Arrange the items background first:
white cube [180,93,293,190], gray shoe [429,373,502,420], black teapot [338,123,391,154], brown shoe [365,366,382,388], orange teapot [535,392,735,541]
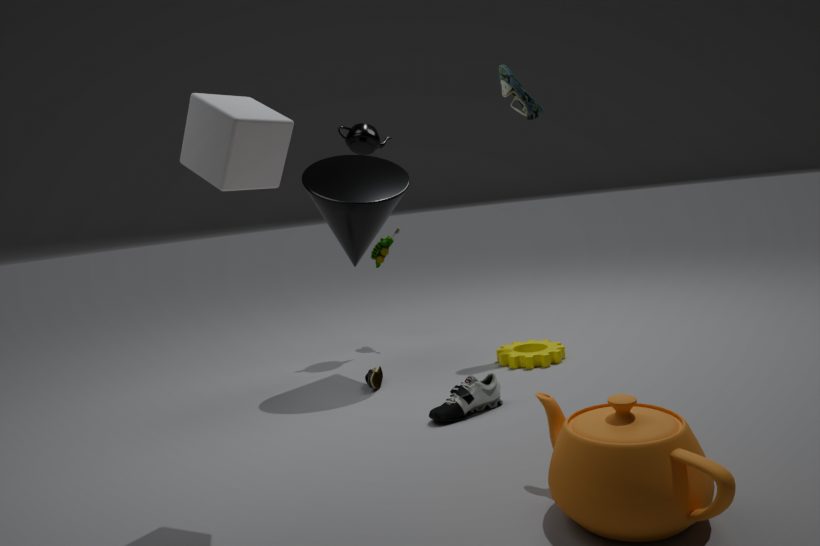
black teapot [338,123,391,154]
brown shoe [365,366,382,388]
gray shoe [429,373,502,420]
white cube [180,93,293,190]
orange teapot [535,392,735,541]
